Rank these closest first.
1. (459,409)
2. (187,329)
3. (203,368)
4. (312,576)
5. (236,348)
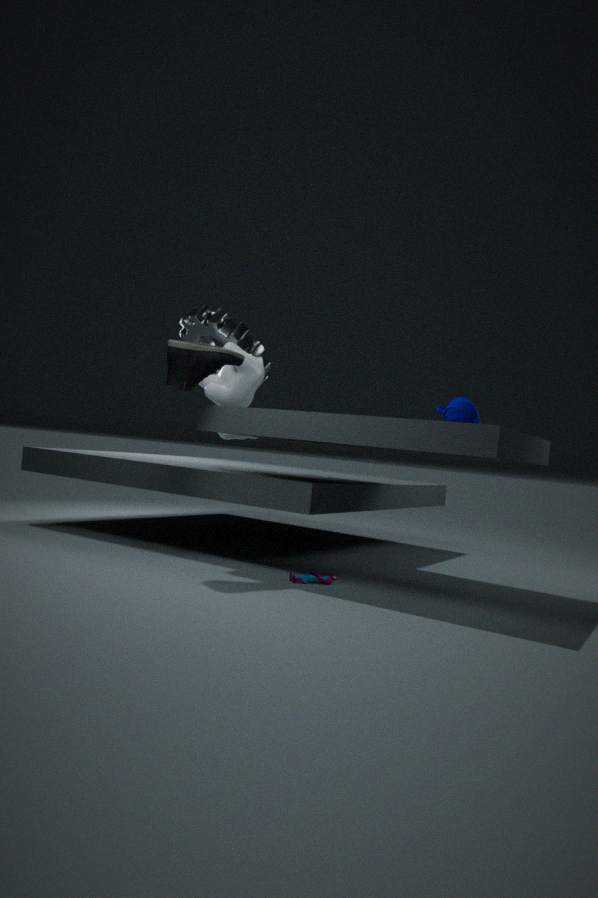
(312,576)
(203,368)
(459,409)
(236,348)
(187,329)
